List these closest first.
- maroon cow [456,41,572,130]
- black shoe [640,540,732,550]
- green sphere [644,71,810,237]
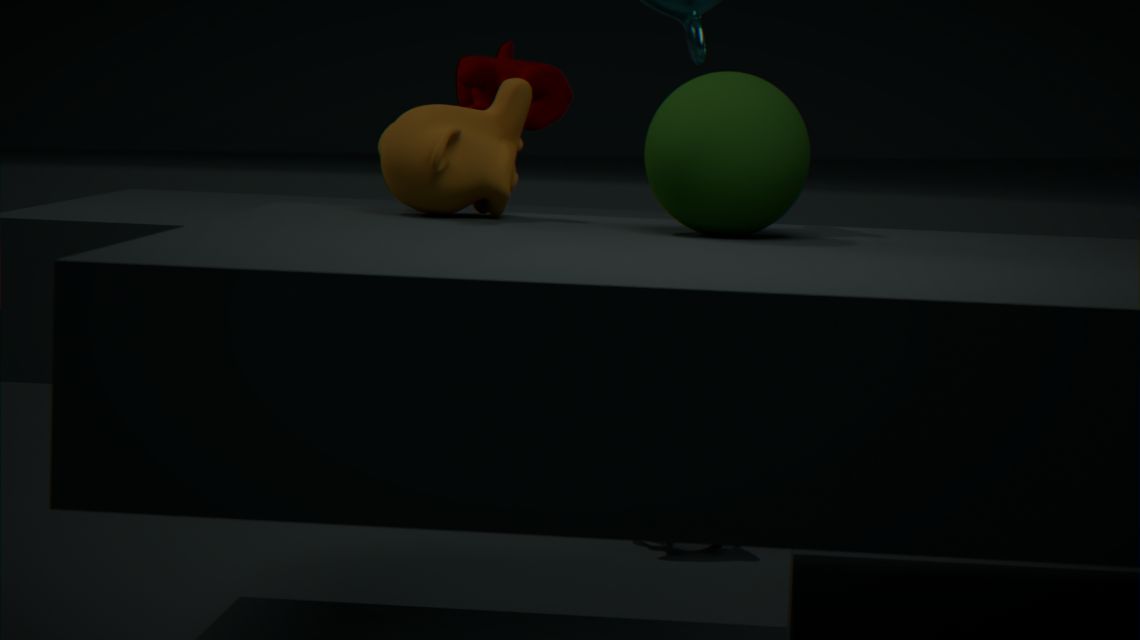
black shoe [640,540,732,550] → green sphere [644,71,810,237] → maroon cow [456,41,572,130]
